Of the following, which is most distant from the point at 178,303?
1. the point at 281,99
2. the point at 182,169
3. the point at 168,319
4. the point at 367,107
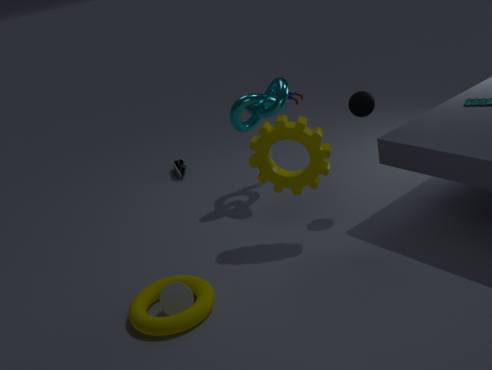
the point at 182,169
